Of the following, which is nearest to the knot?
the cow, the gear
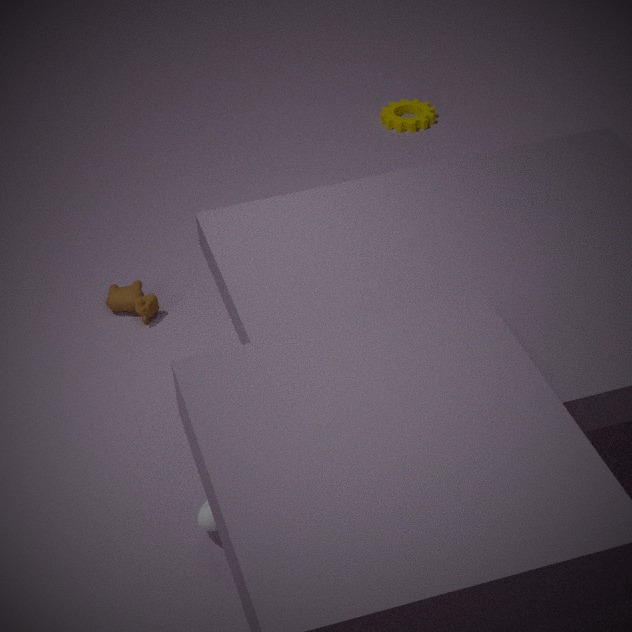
the cow
